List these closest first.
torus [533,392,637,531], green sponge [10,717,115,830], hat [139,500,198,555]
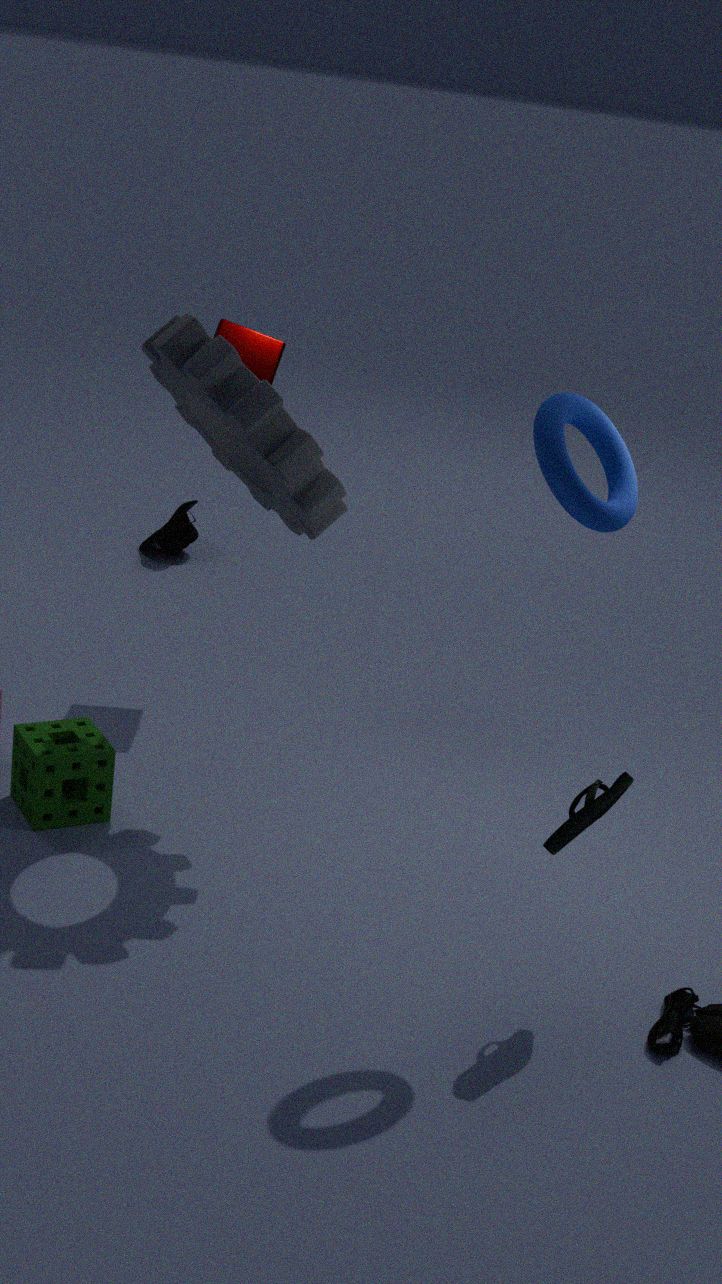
torus [533,392,637,531] < green sponge [10,717,115,830] < hat [139,500,198,555]
